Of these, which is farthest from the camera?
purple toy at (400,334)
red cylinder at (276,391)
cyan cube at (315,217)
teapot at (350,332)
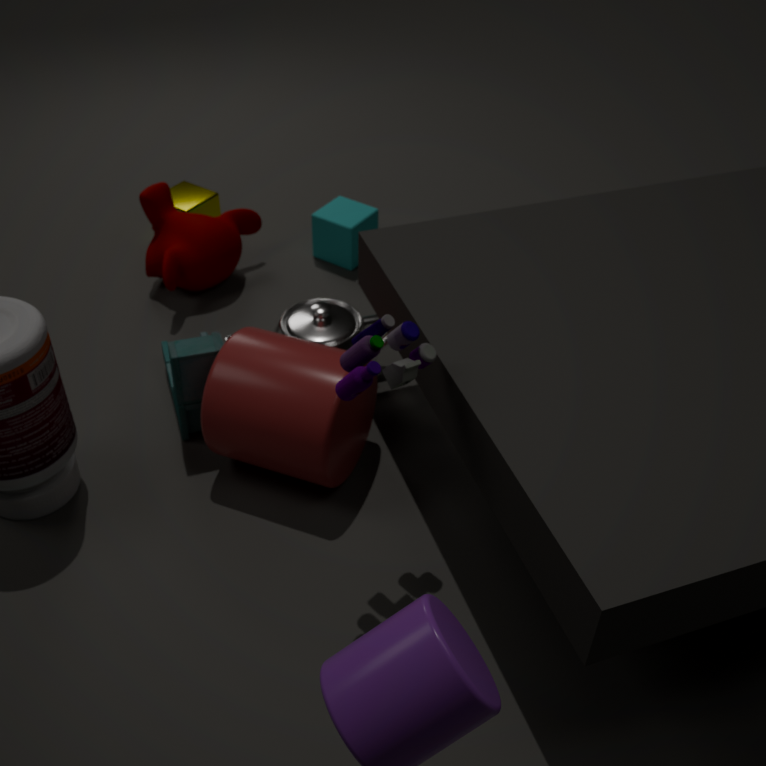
cyan cube at (315,217)
